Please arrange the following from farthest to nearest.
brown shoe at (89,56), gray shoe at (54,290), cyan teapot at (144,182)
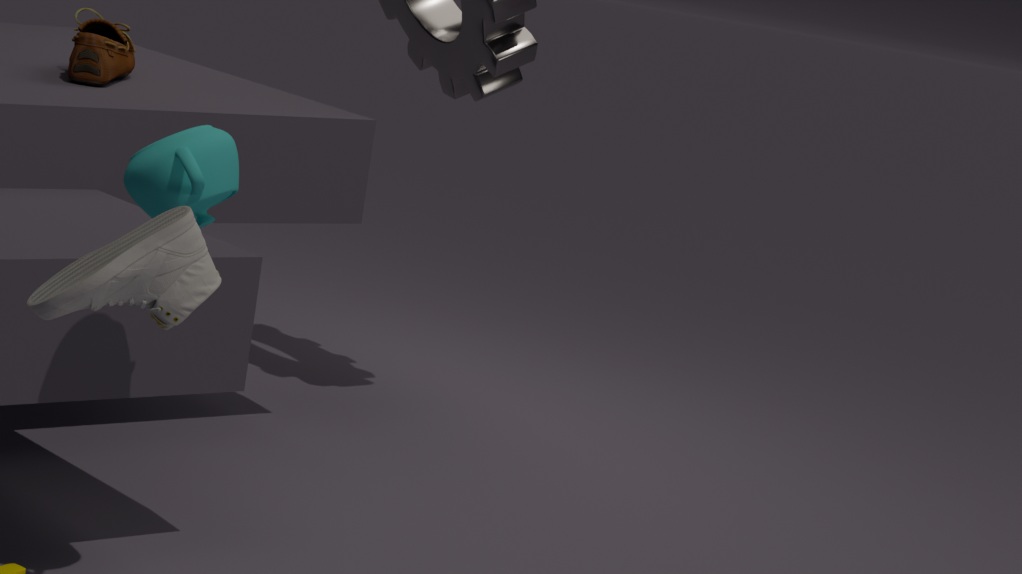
brown shoe at (89,56) < cyan teapot at (144,182) < gray shoe at (54,290)
